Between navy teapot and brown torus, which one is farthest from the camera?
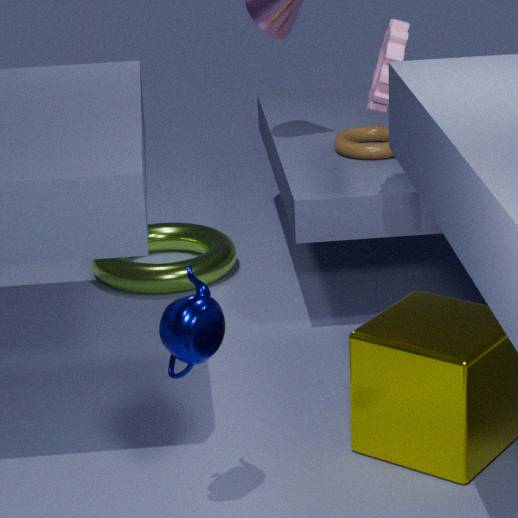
brown torus
